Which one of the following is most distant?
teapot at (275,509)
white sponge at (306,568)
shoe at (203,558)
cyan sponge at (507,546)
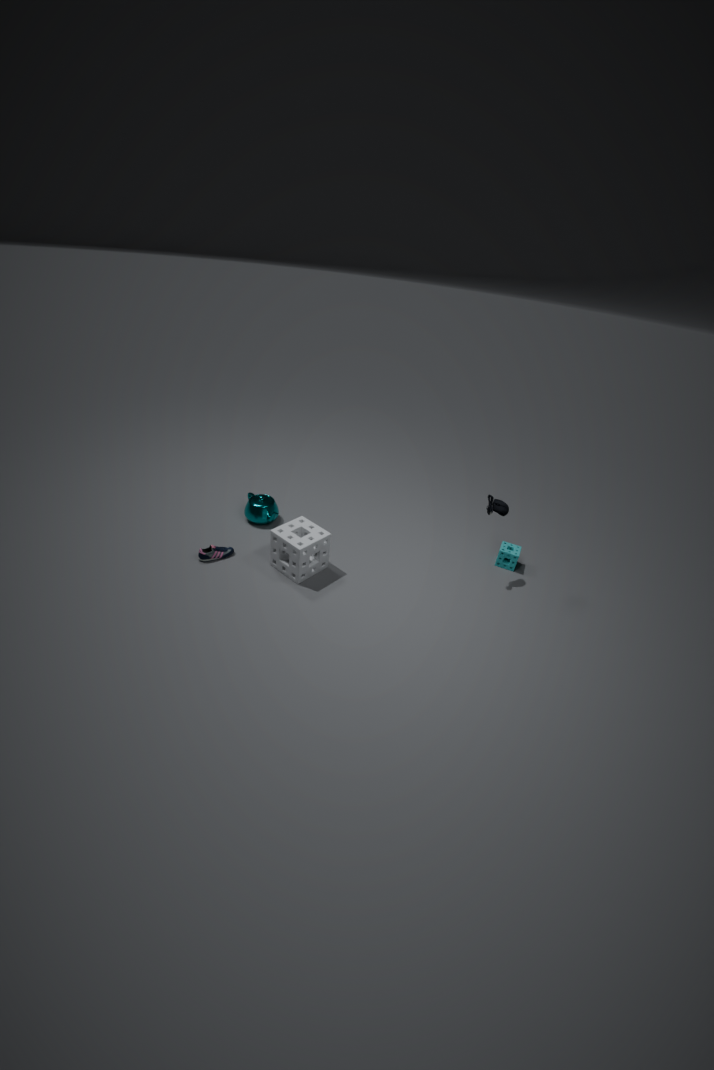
teapot at (275,509)
